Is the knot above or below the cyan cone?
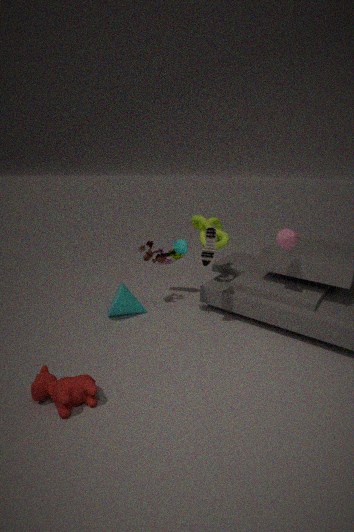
above
